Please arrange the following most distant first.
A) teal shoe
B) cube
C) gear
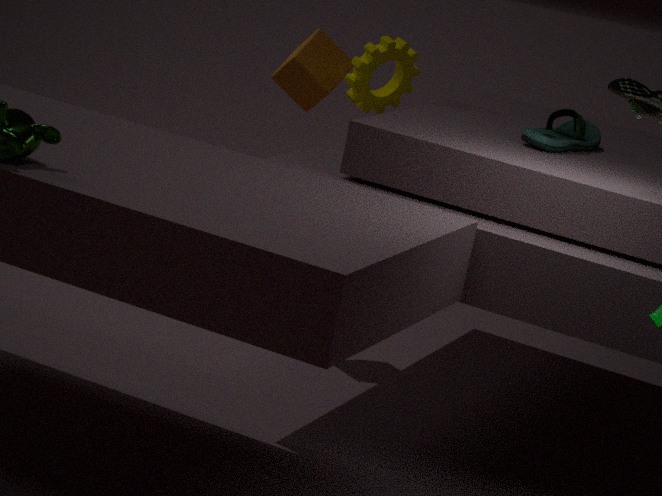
cube → gear → teal shoe
